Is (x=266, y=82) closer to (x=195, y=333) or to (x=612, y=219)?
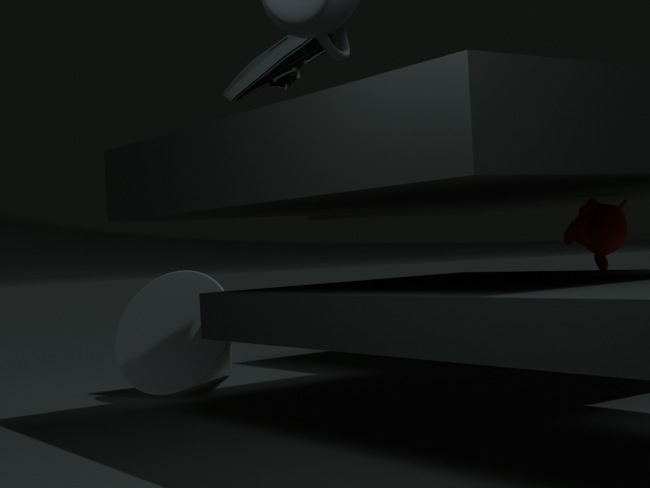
(x=195, y=333)
